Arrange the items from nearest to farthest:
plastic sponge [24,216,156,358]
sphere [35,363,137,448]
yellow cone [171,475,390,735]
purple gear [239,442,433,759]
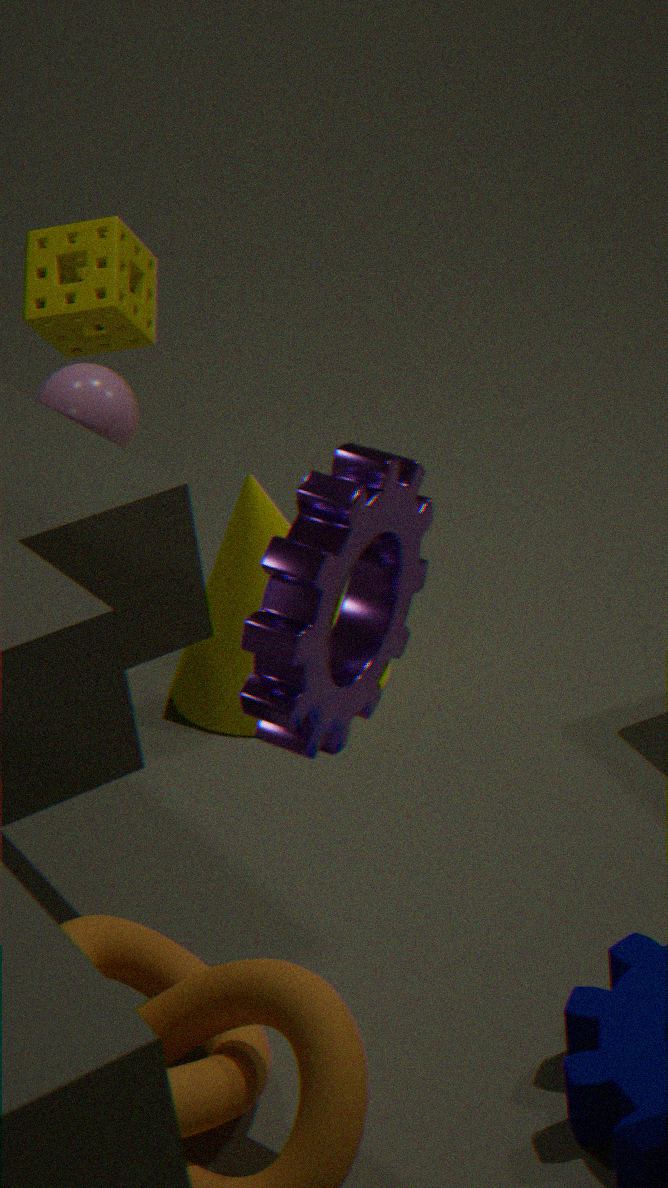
purple gear [239,442,433,759]
sphere [35,363,137,448]
plastic sponge [24,216,156,358]
yellow cone [171,475,390,735]
